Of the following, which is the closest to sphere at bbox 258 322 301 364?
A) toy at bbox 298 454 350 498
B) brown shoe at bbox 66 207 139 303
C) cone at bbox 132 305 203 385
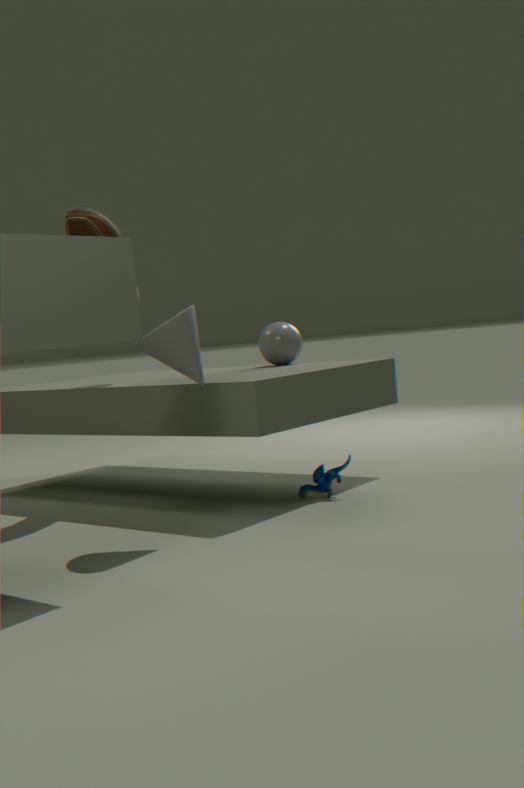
brown shoe at bbox 66 207 139 303
